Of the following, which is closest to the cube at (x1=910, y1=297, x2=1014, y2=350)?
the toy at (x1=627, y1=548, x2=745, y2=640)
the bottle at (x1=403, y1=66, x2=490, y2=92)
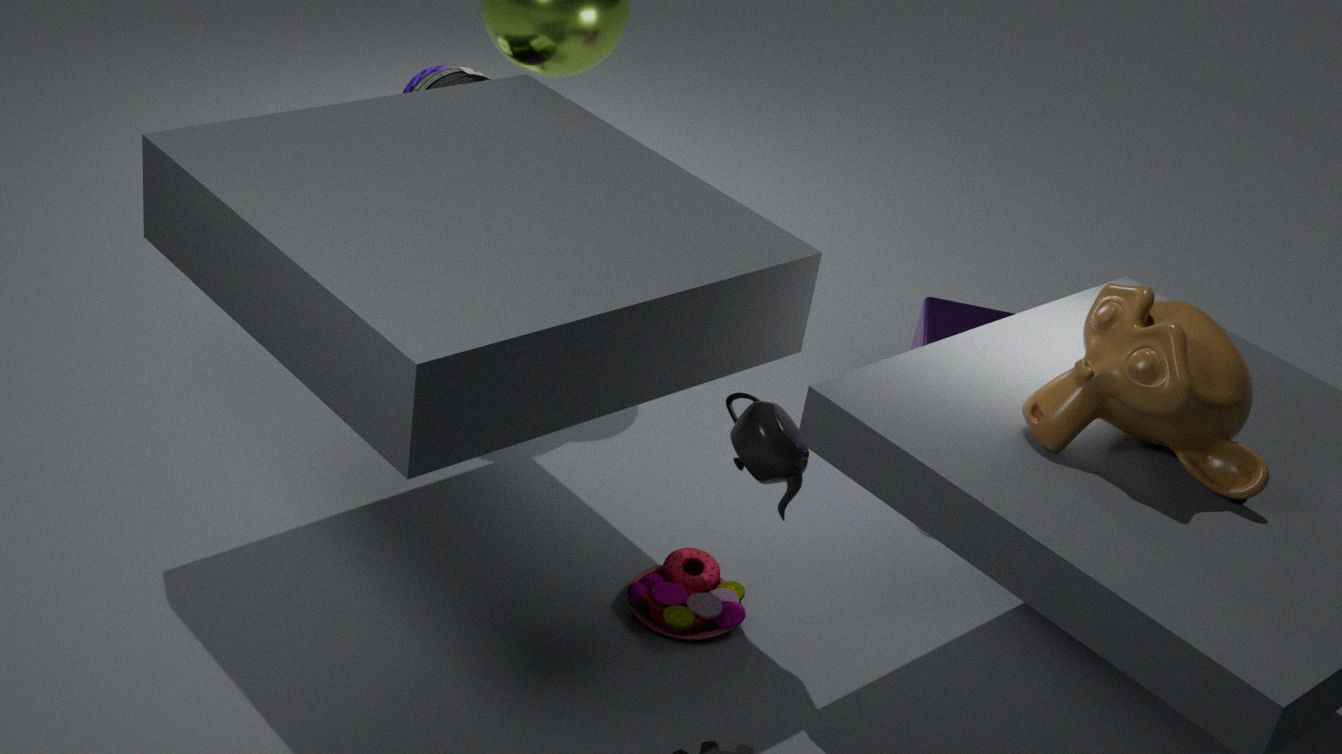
the toy at (x1=627, y1=548, x2=745, y2=640)
